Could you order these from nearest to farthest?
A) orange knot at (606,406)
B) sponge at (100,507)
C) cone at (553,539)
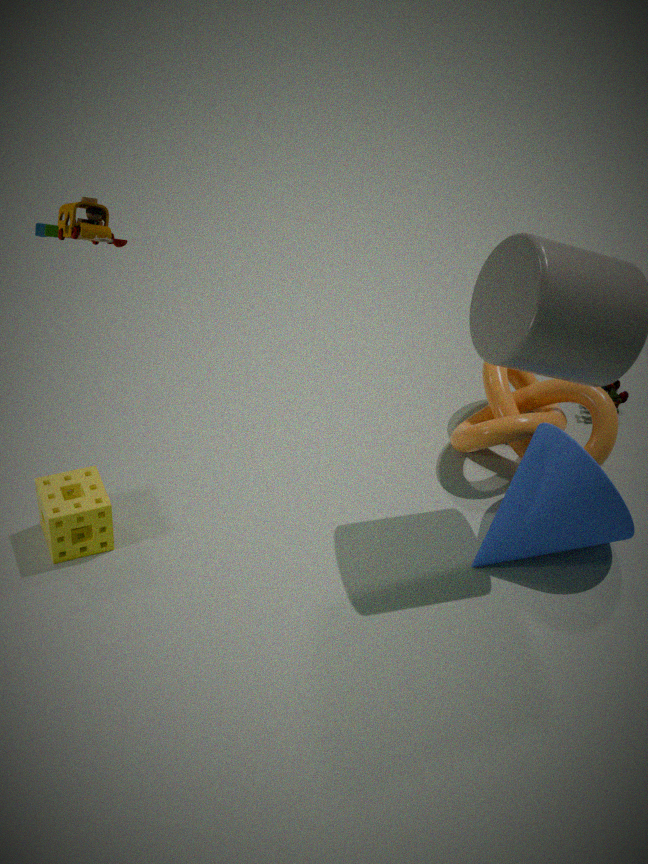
sponge at (100,507), cone at (553,539), orange knot at (606,406)
